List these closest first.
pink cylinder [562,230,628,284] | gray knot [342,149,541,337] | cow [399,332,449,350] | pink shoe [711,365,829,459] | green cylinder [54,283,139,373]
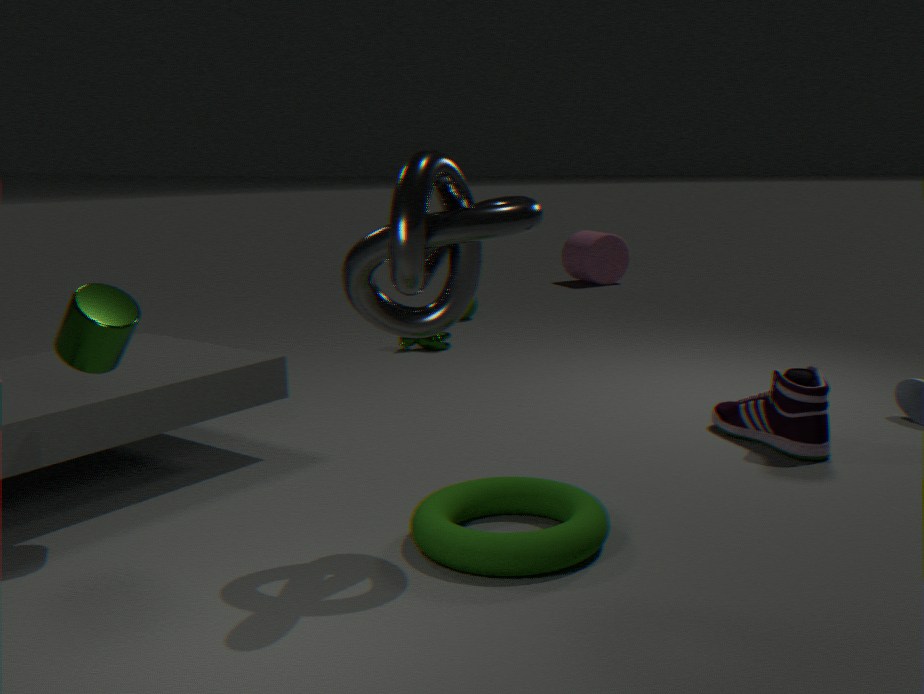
1. gray knot [342,149,541,337]
2. green cylinder [54,283,139,373]
3. pink shoe [711,365,829,459]
4. cow [399,332,449,350]
5. pink cylinder [562,230,628,284]
